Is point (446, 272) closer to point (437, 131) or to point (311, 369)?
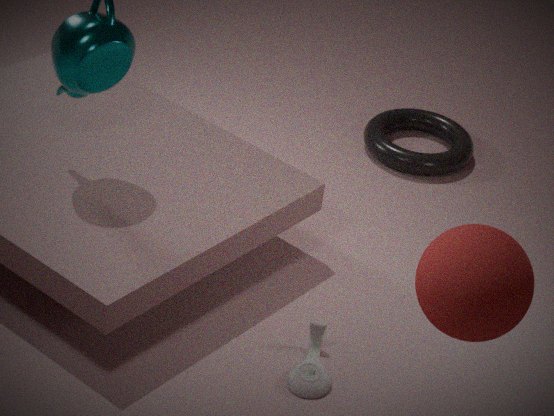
point (311, 369)
